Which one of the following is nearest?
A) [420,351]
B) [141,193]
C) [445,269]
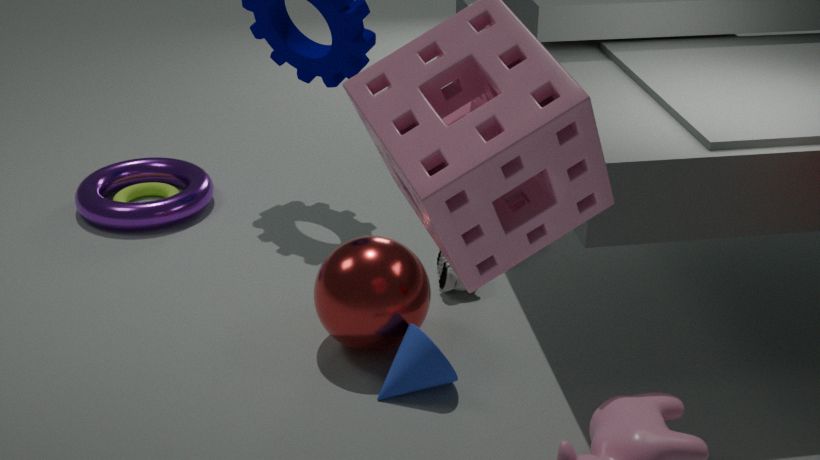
[420,351]
